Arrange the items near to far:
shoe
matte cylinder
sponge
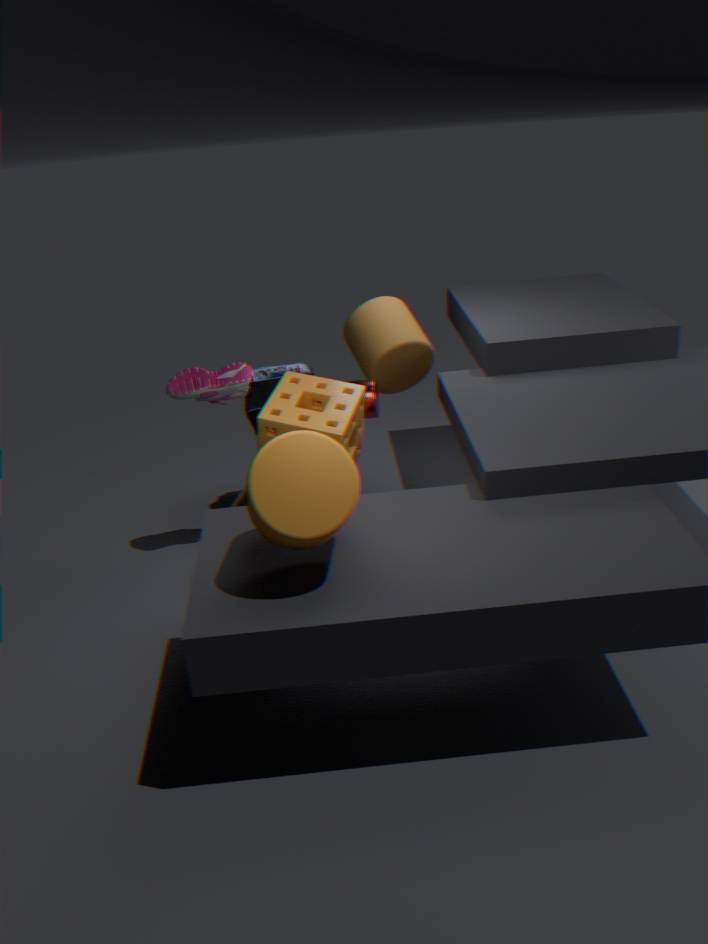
matte cylinder
sponge
shoe
